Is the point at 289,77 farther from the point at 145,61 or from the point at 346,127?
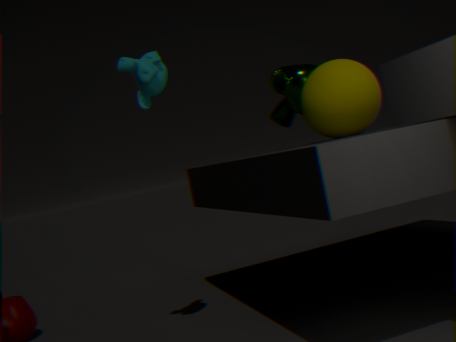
the point at 145,61
